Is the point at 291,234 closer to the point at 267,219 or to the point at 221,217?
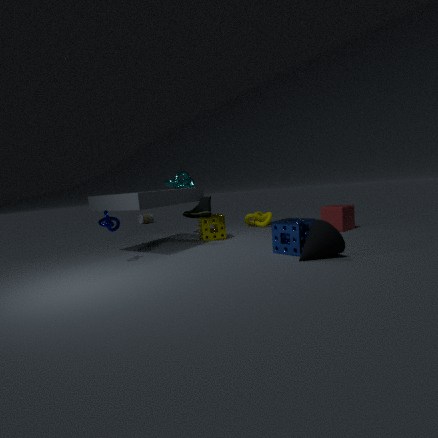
the point at 221,217
